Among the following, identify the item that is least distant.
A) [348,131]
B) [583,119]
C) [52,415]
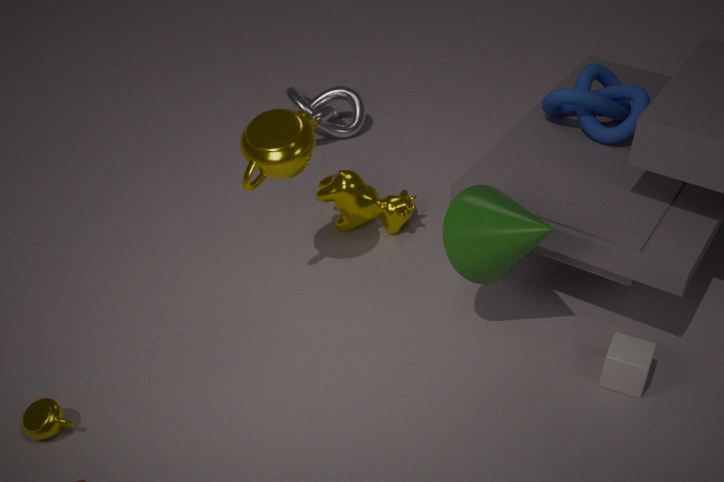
[52,415]
